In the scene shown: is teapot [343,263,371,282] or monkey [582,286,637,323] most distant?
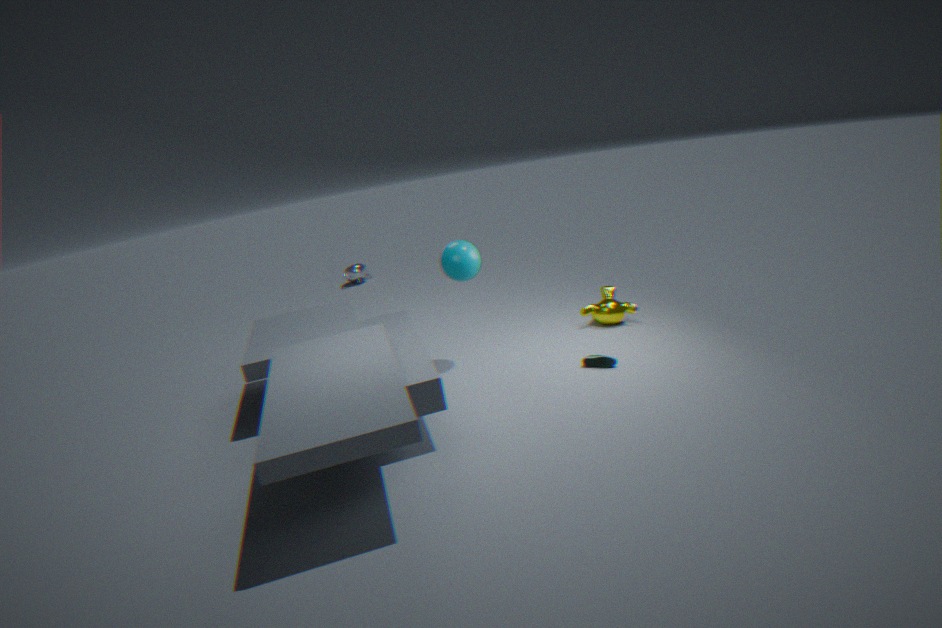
teapot [343,263,371,282]
